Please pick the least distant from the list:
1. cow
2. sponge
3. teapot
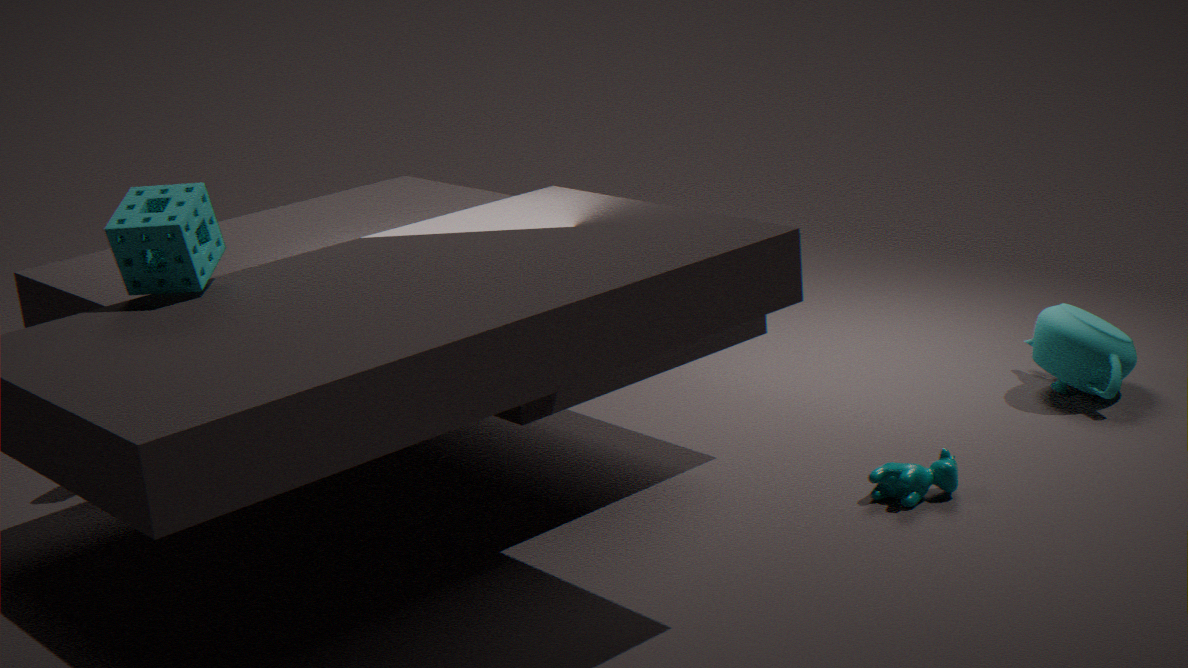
sponge
